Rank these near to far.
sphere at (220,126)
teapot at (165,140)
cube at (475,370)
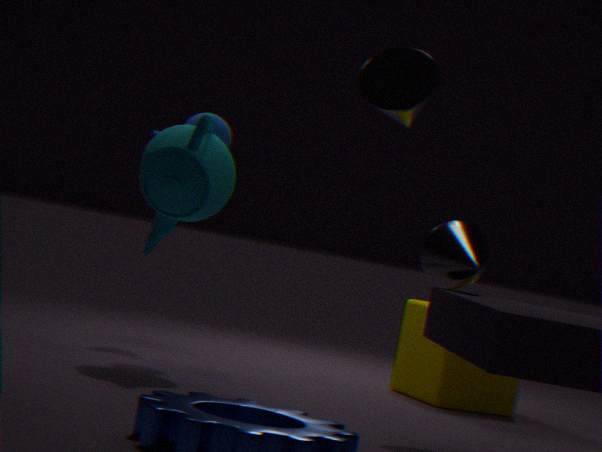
teapot at (165,140)
sphere at (220,126)
cube at (475,370)
